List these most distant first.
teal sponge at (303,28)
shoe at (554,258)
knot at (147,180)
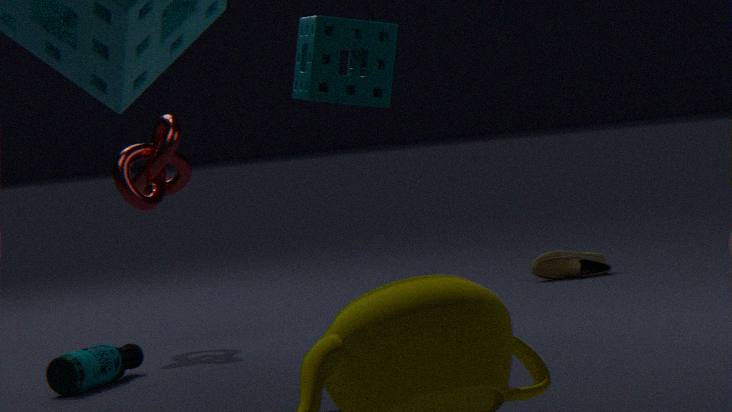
shoe at (554,258) < knot at (147,180) < teal sponge at (303,28)
